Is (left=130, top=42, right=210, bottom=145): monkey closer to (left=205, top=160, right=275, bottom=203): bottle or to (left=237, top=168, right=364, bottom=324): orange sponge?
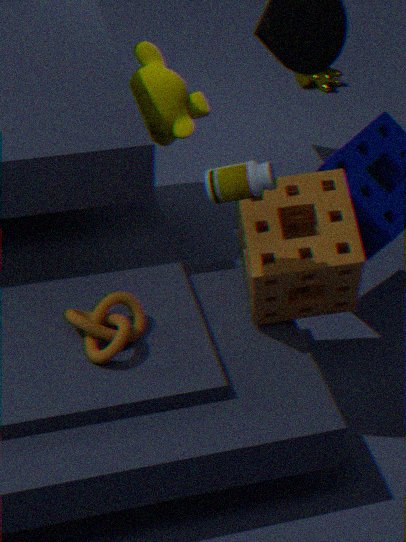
(left=237, top=168, right=364, bottom=324): orange sponge
